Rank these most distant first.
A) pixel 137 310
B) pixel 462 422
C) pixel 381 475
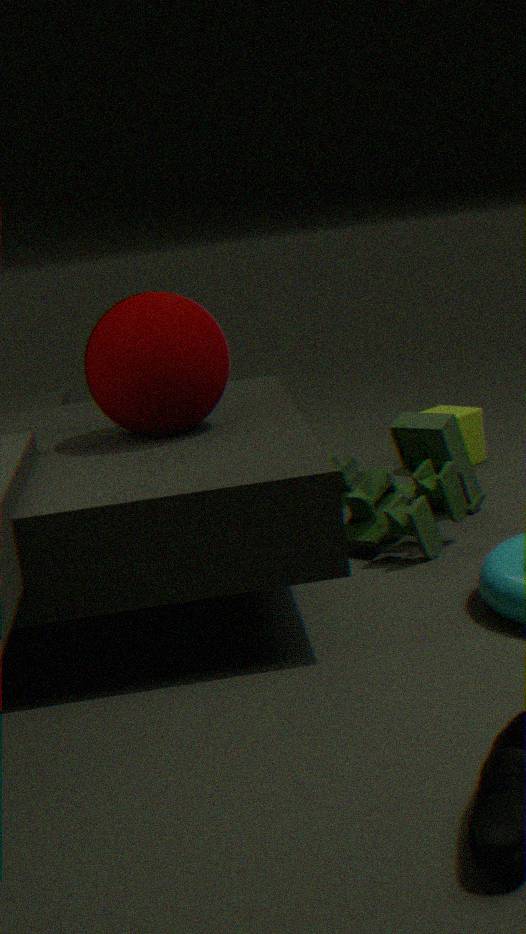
pixel 462 422 → pixel 381 475 → pixel 137 310
